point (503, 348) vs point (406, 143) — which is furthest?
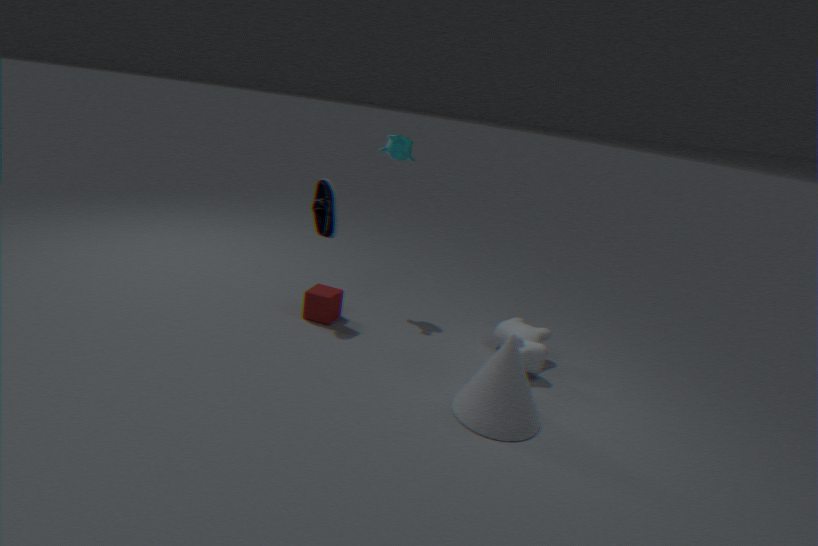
point (406, 143)
